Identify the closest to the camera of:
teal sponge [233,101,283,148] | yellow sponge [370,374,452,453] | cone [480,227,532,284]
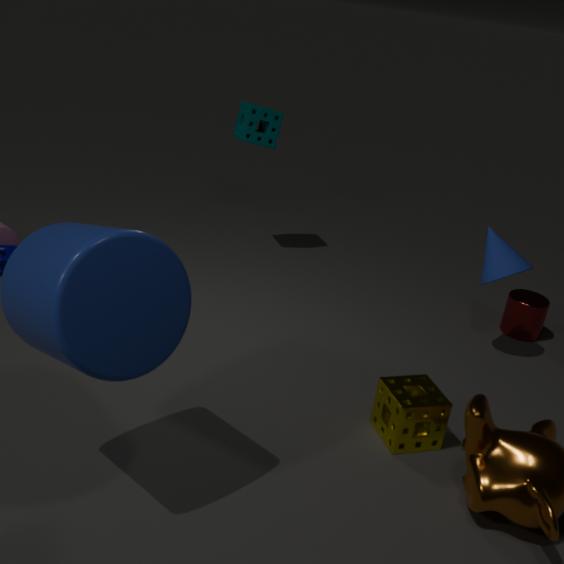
yellow sponge [370,374,452,453]
